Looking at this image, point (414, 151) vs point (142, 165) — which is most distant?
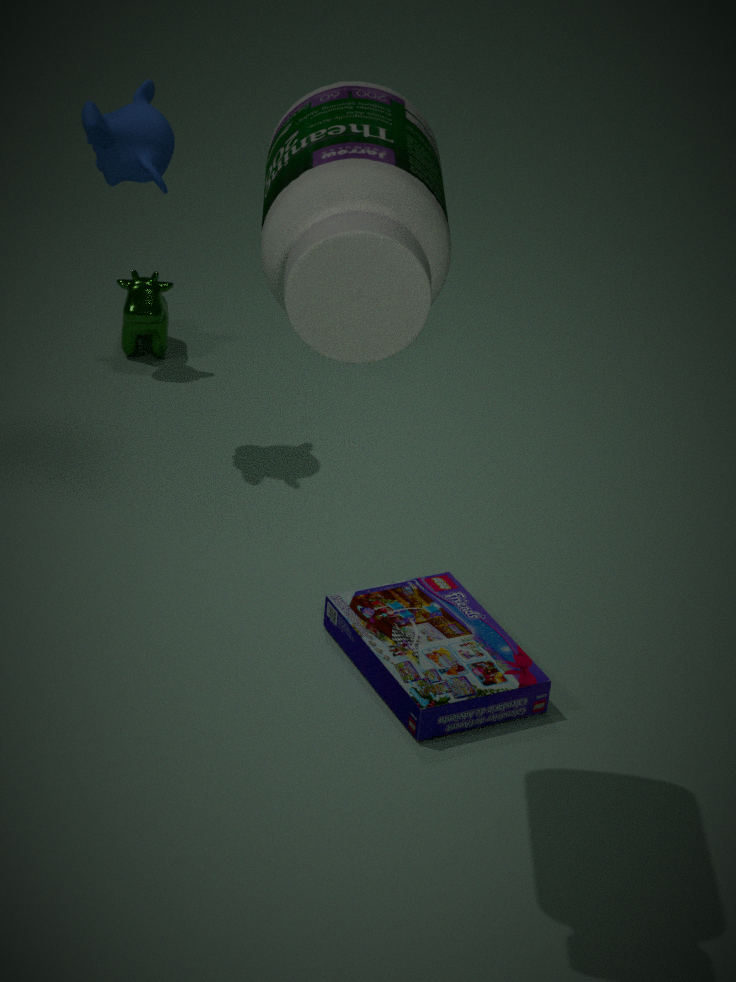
point (142, 165)
